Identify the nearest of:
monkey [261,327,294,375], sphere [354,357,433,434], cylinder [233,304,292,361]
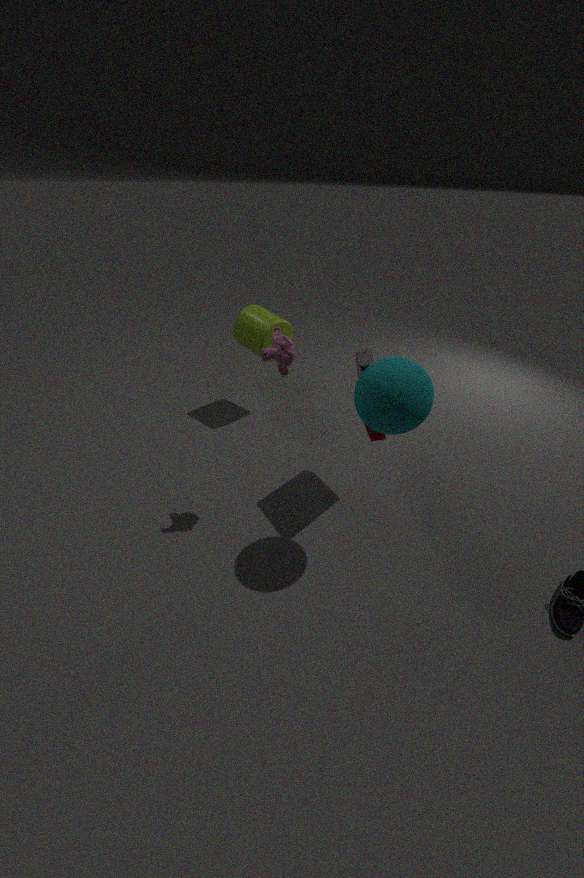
sphere [354,357,433,434]
